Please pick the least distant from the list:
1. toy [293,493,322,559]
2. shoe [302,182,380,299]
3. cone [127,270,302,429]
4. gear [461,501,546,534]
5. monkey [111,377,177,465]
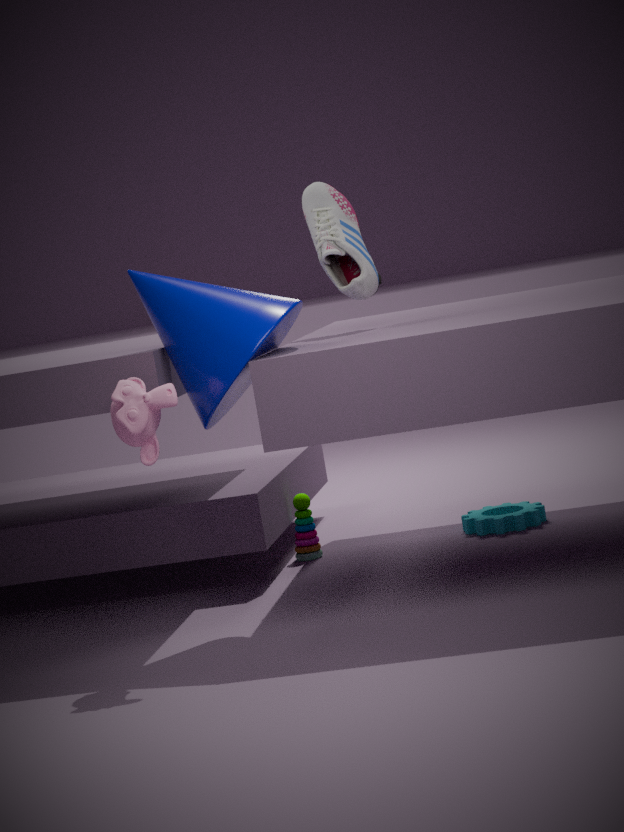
monkey [111,377,177,465]
